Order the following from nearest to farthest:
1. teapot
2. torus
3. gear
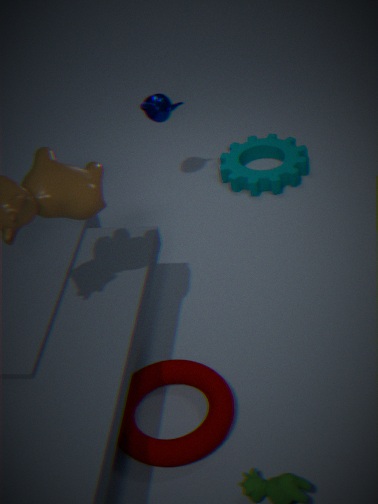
torus < teapot < gear
